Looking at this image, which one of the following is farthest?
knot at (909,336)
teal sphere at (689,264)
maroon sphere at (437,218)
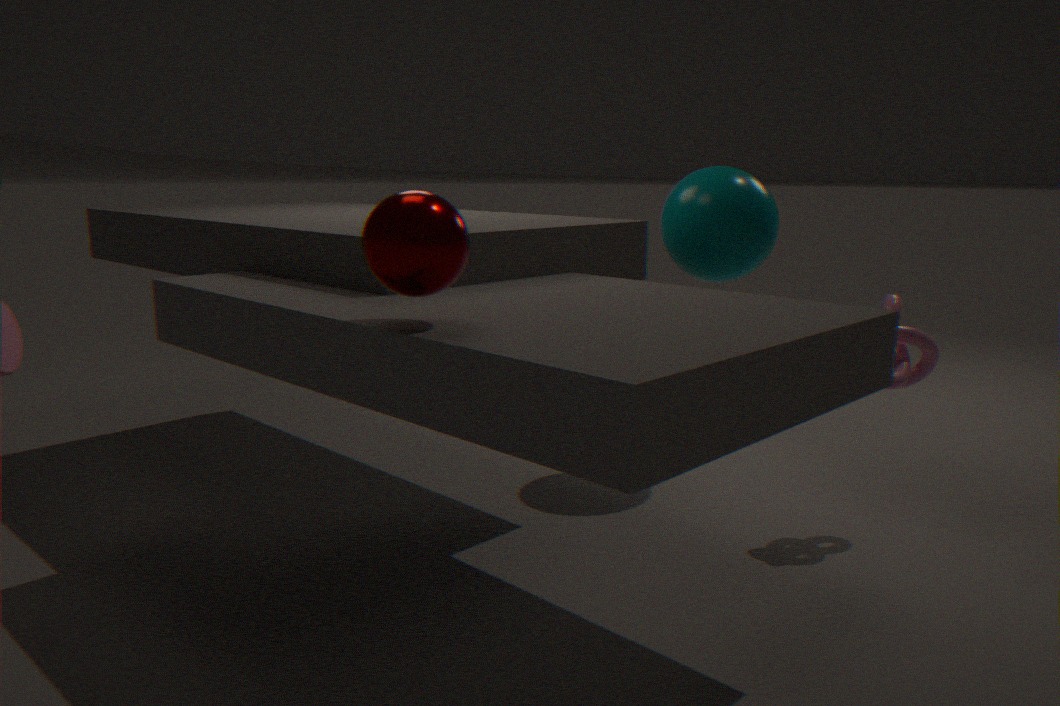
teal sphere at (689,264)
